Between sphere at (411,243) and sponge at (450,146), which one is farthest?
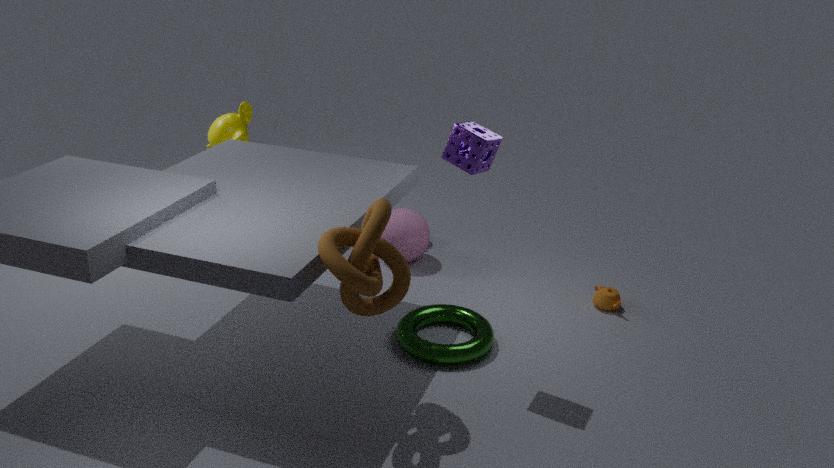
Result: sphere at (411,243)
